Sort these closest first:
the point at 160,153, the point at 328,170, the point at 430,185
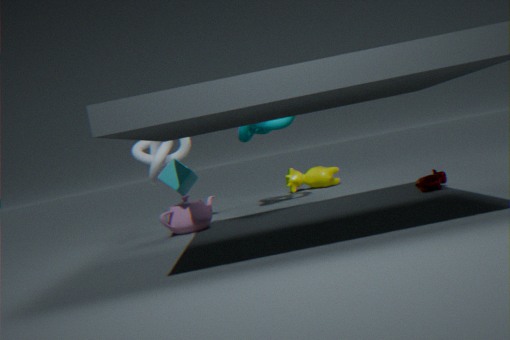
the point at 430,185 → the point at 160,153 → the point at 328,170
